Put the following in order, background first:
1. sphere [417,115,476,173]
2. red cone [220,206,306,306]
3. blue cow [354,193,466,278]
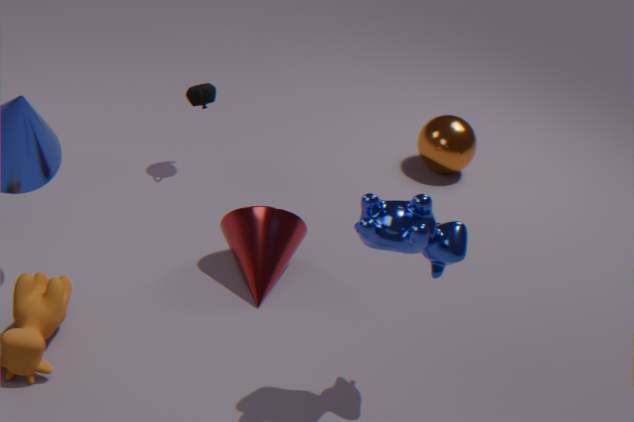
sphere [417,115,476,173], red cone [220,206,306,306], blue cow [354,193,466,278]
